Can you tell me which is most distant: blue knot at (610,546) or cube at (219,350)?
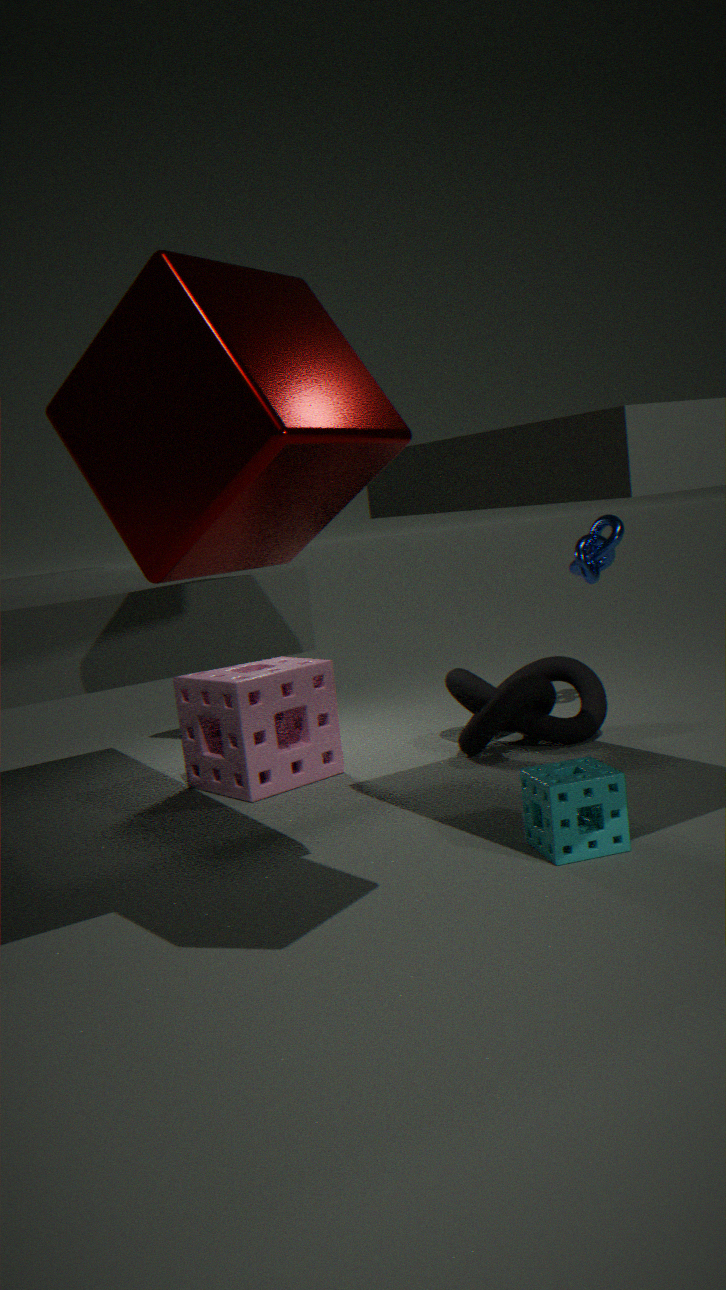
blue knot at (610,546)
